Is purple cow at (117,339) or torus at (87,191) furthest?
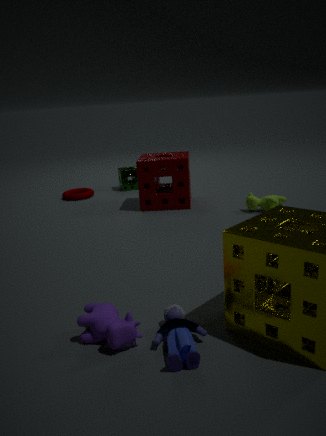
torus at (87,191)
